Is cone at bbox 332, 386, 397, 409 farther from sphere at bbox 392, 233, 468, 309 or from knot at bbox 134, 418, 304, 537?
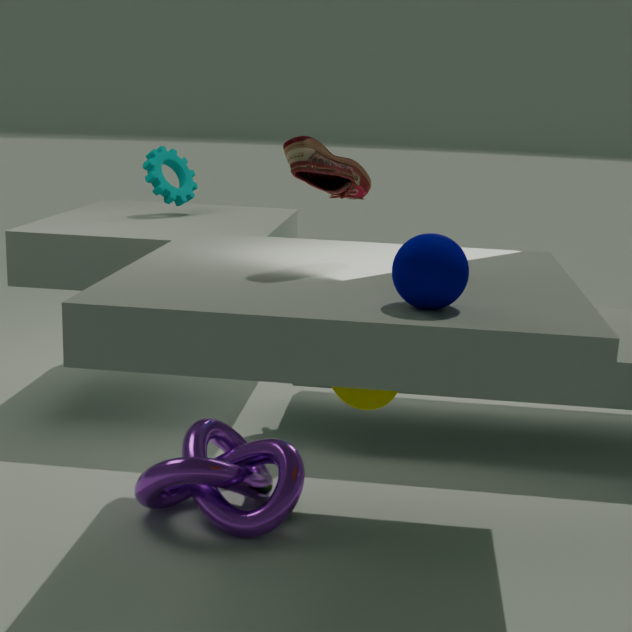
sphere at bbox 392, 233, 468, 309
